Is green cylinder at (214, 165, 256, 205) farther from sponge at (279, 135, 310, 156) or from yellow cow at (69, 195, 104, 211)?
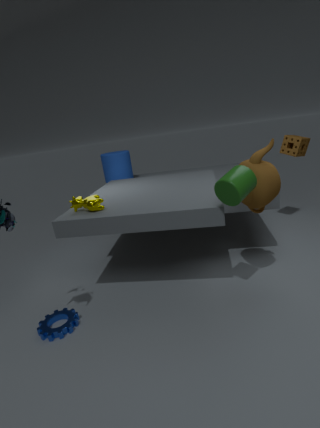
sponge at (279, 135, 310, 156)
